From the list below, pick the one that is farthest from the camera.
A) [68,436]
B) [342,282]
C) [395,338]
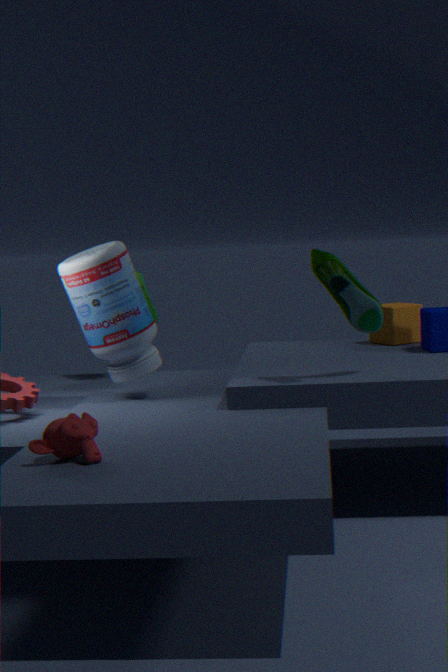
[395,338]
